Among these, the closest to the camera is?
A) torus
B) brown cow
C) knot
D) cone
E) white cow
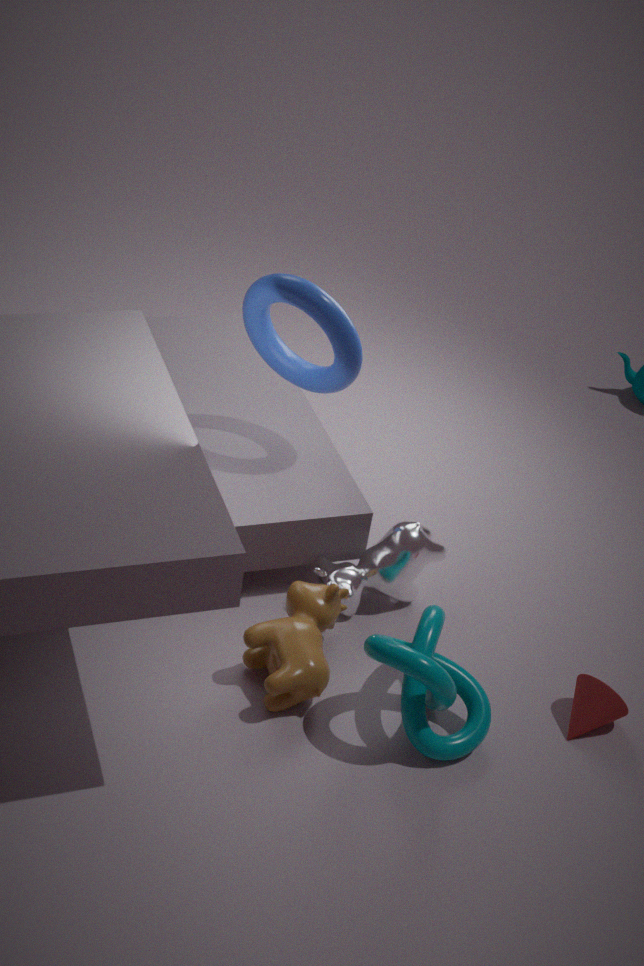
knot
